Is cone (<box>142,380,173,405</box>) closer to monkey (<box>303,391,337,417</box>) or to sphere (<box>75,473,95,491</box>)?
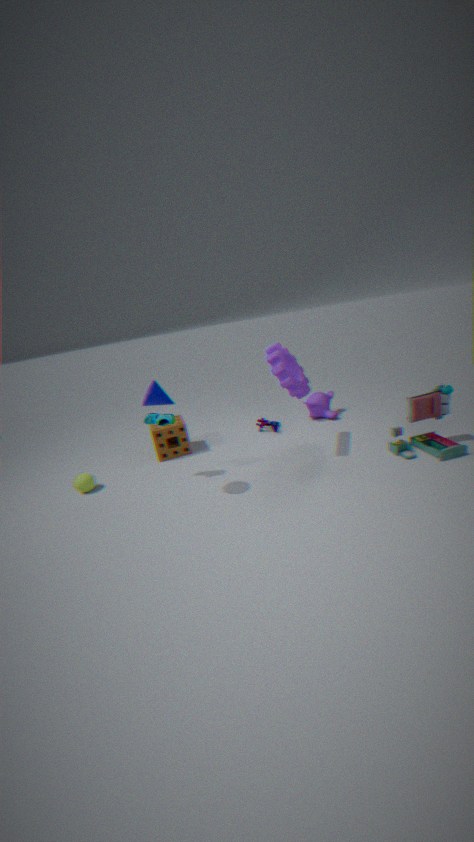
sphere (<box>75,473,95,491</box>)
